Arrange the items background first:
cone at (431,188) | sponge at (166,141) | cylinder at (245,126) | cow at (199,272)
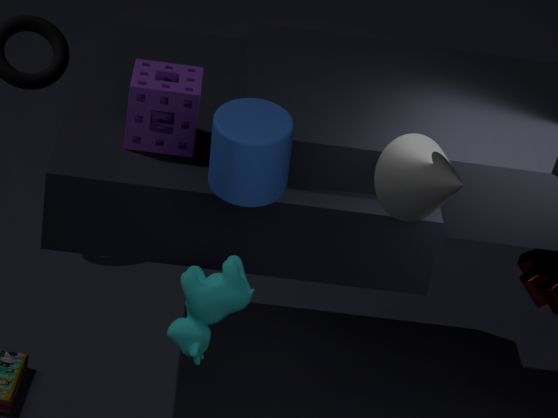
1. sponge at (166,141)
2. cone at (431,188)
3. cow at (199,272)
4. cylinder at (245,126)
